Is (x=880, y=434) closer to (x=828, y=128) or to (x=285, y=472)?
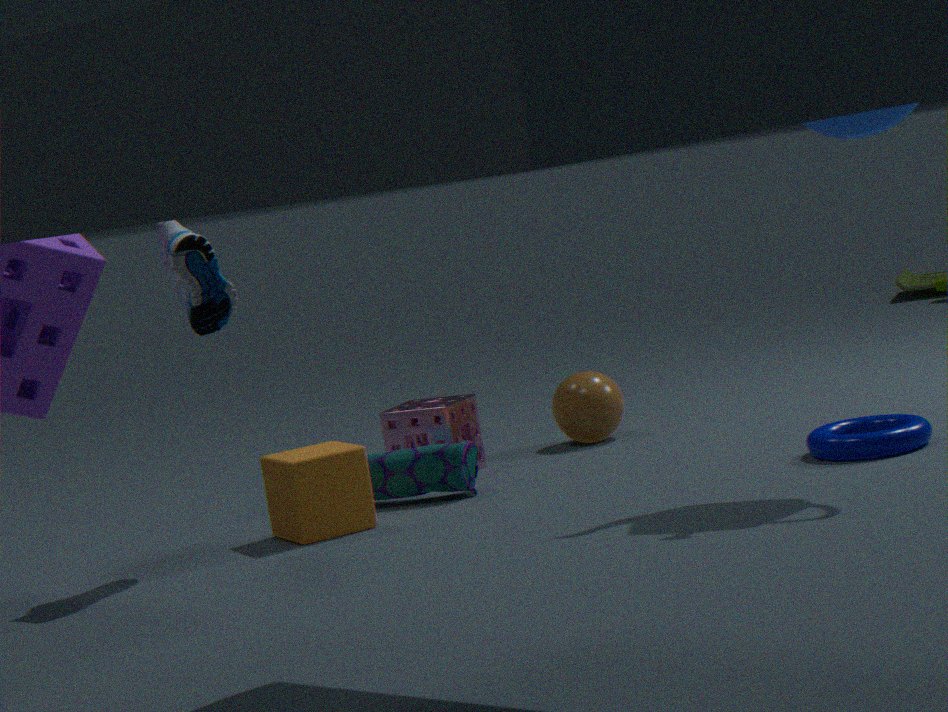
(x=828, y=128)
